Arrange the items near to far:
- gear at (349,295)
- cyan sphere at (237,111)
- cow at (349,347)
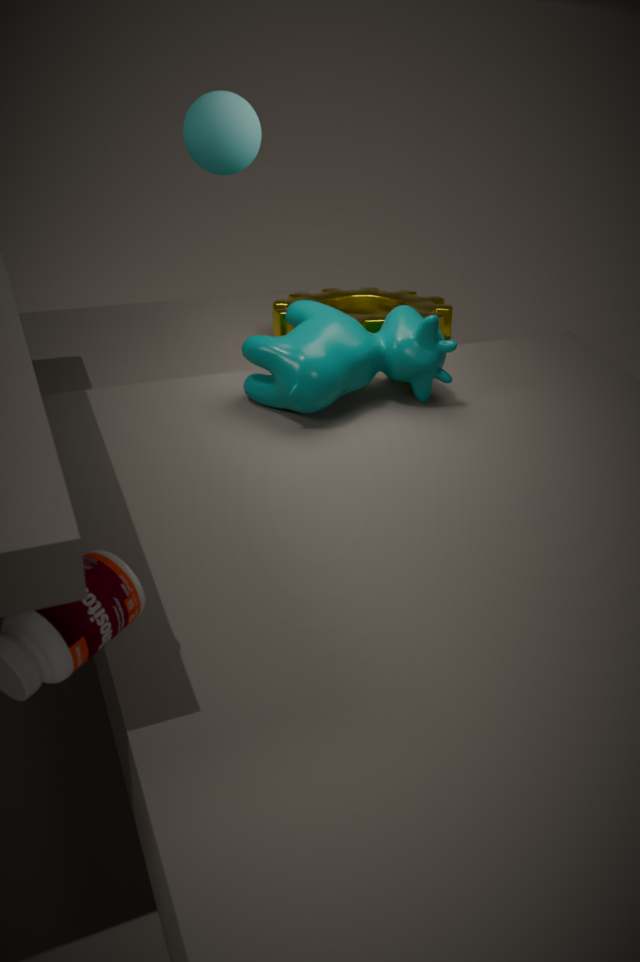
cyan sphere at (237,111) → cow at (349,347) → gear at (349,295)
